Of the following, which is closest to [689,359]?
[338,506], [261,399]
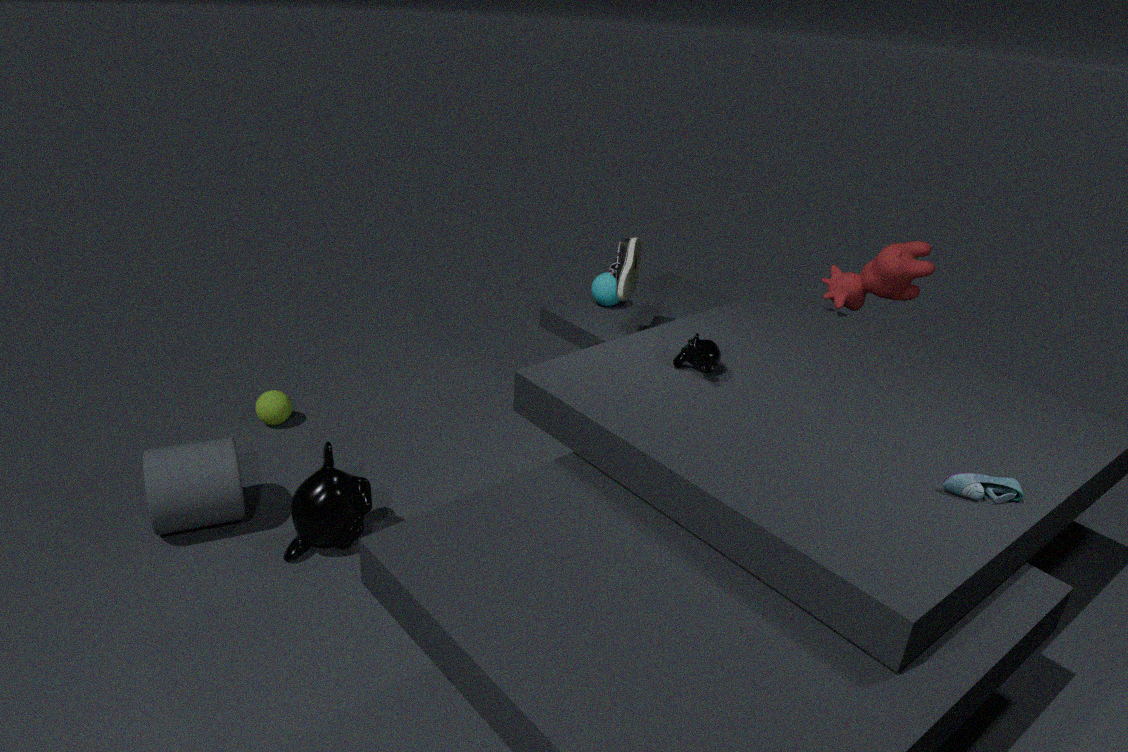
[338,506]
